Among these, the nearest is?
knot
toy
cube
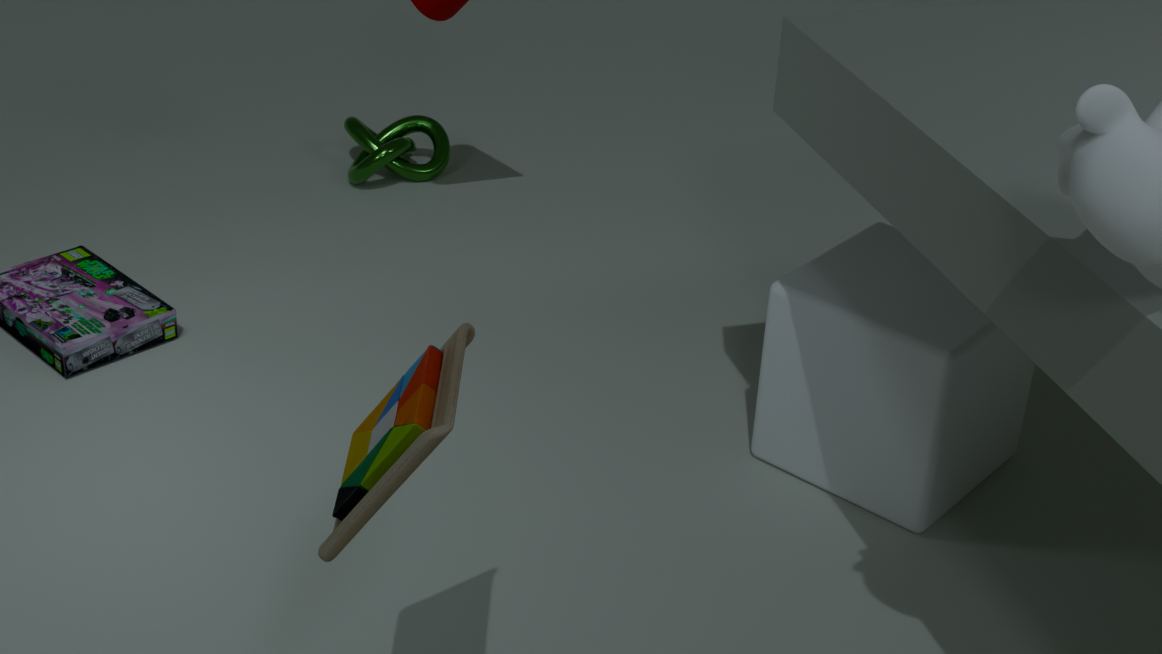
toy
